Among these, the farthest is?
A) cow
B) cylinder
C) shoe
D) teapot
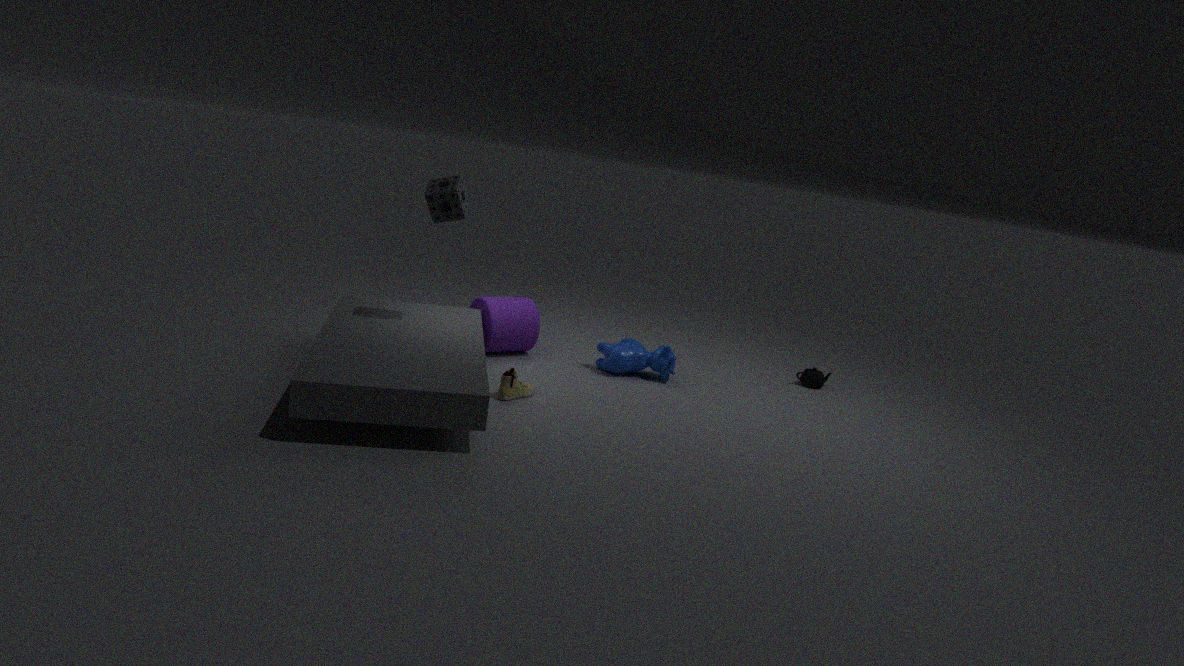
teapot
